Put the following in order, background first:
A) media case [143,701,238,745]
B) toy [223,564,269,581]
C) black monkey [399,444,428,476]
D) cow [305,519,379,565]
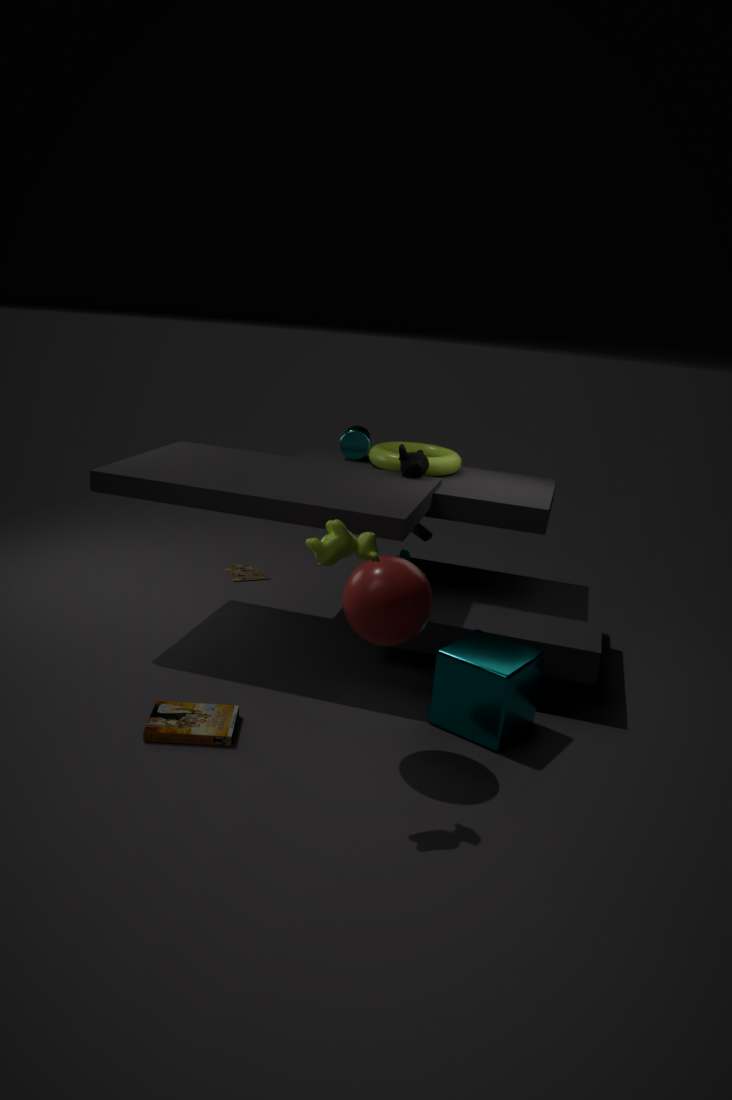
toy [223,564,269,581] → black monkey [399,444,428,476] → media case [143,701,238,745] → cow [305,519,379,565]
